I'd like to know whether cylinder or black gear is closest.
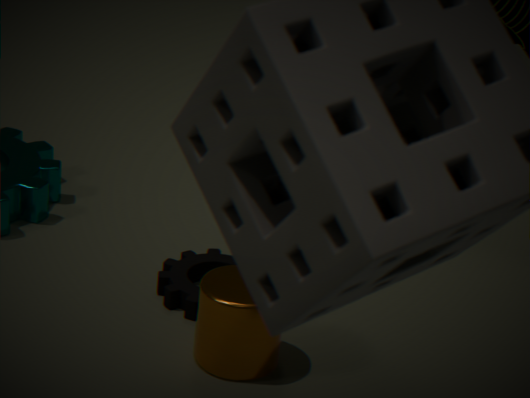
cylinder
